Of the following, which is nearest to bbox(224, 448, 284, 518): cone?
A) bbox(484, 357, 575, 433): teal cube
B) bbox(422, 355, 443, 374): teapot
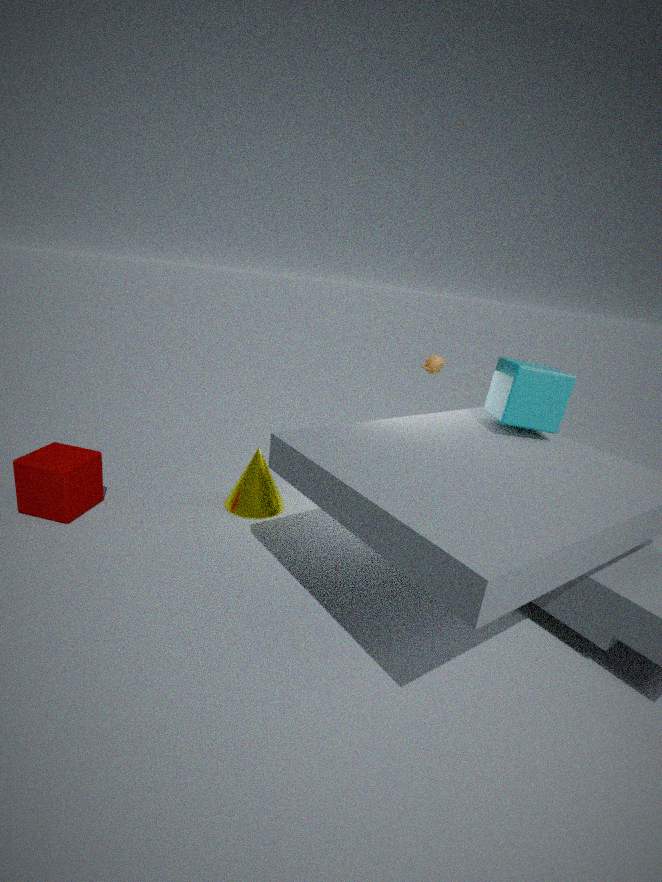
bbox(422, 355, 443, 374): teapot
